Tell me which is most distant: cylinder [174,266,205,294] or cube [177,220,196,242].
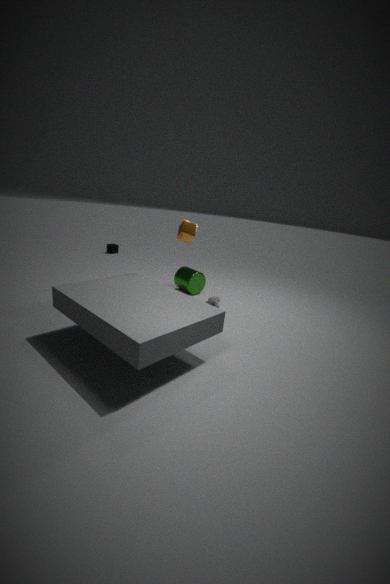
cylinder [174,266,205,294]
